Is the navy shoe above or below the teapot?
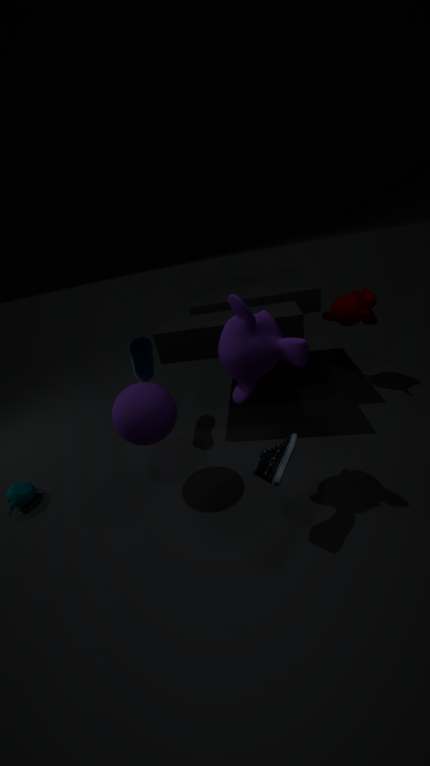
above
